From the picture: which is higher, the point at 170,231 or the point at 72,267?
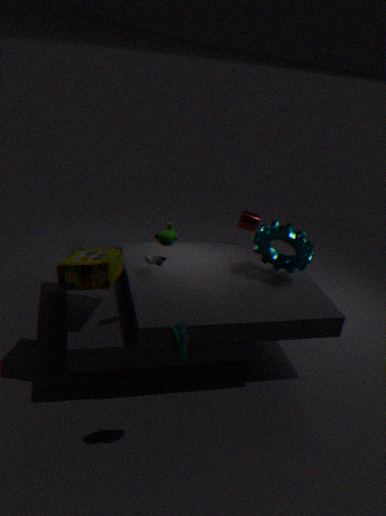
the point at 170,231
